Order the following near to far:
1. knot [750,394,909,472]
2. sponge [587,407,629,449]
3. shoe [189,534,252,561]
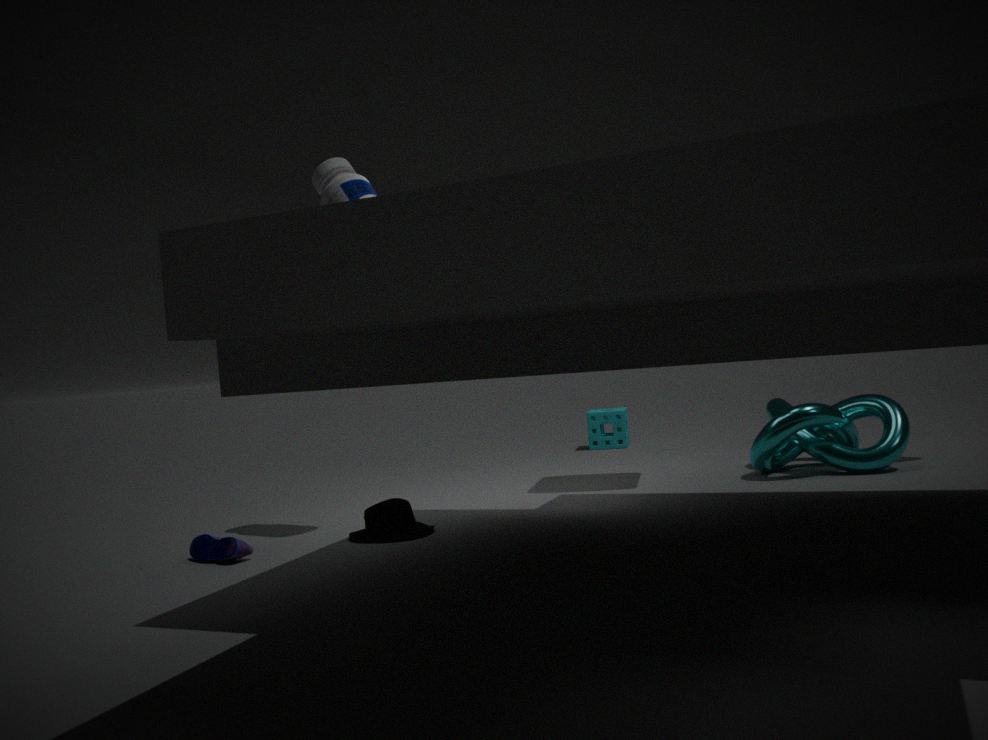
shoe [189,534,252,561], knot [750,394,909,472], sponge [587,407,629,449]
